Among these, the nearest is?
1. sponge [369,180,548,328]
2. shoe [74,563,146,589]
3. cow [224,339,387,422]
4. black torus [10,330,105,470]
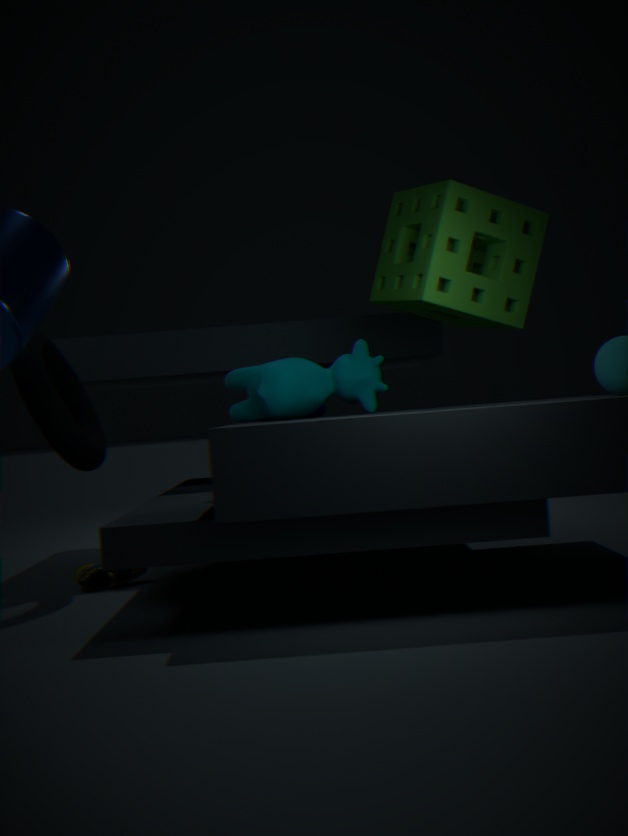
sponge [369,180,548,328]
